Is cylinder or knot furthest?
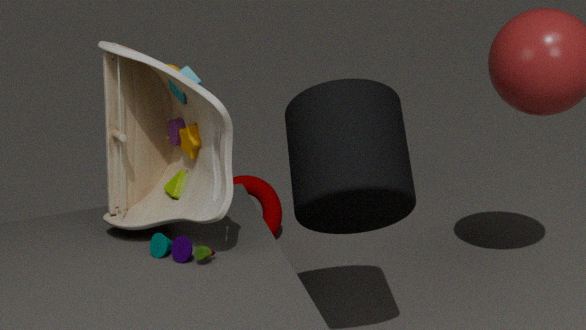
knot
